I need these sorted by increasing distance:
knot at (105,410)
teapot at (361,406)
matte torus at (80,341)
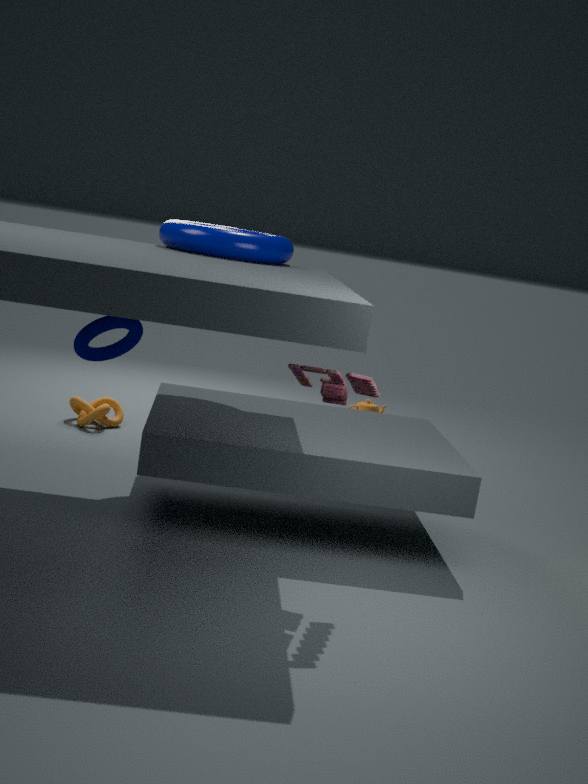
matte torus at (80,341) → knot at (105,410) → teapot at (361,406)
